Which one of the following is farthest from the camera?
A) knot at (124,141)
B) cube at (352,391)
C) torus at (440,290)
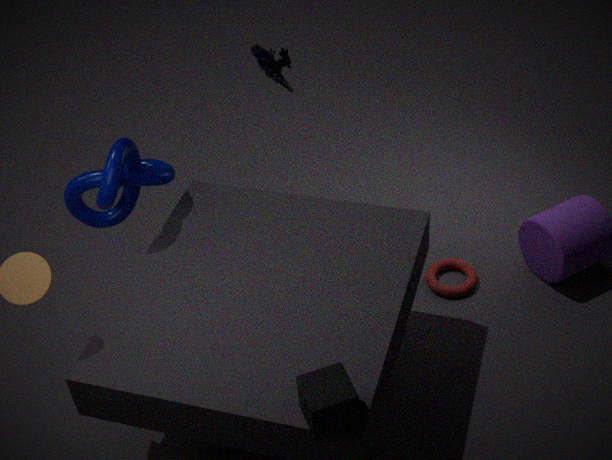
torus at (440,290)
